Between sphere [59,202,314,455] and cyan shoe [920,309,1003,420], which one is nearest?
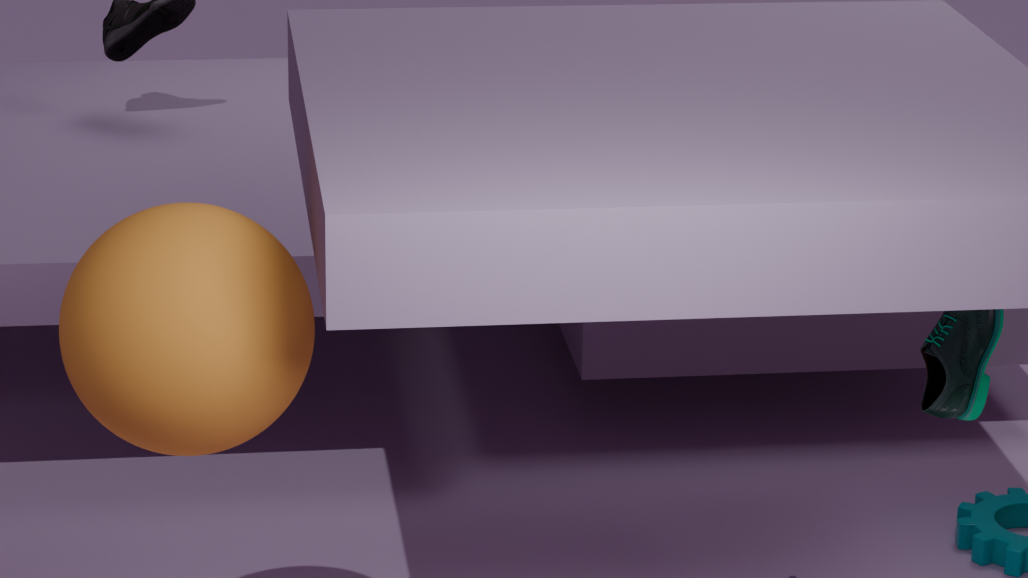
sphere [59,202,314,455]
